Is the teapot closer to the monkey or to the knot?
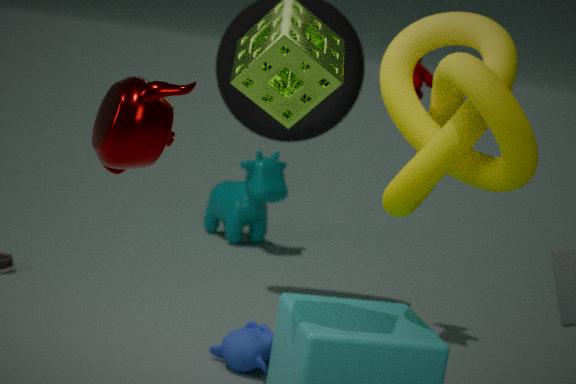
the knot
